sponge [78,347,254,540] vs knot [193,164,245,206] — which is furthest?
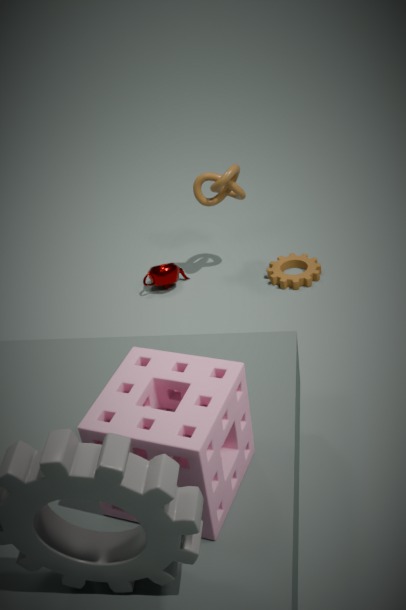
knot [193,164,245,206]
